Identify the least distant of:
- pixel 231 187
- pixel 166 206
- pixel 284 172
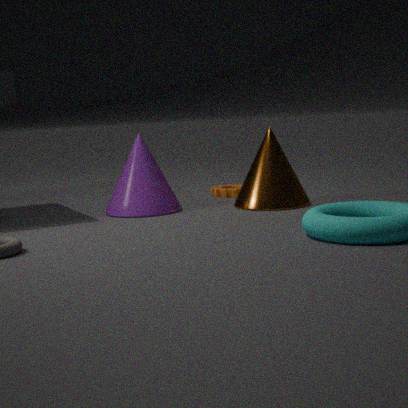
pixel 166 206
